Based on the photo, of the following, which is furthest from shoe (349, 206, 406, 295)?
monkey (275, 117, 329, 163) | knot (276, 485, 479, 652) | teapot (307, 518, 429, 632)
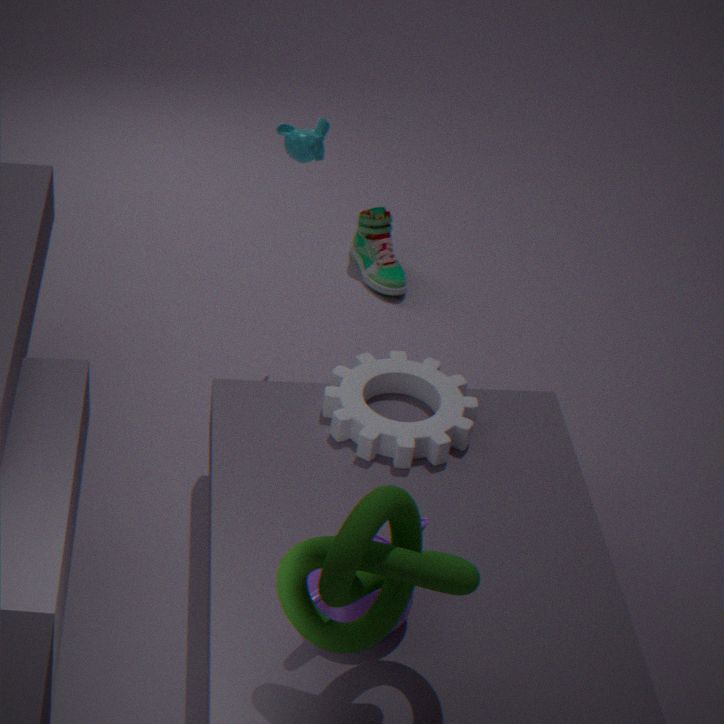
knot (276, 485, 479, 652)
